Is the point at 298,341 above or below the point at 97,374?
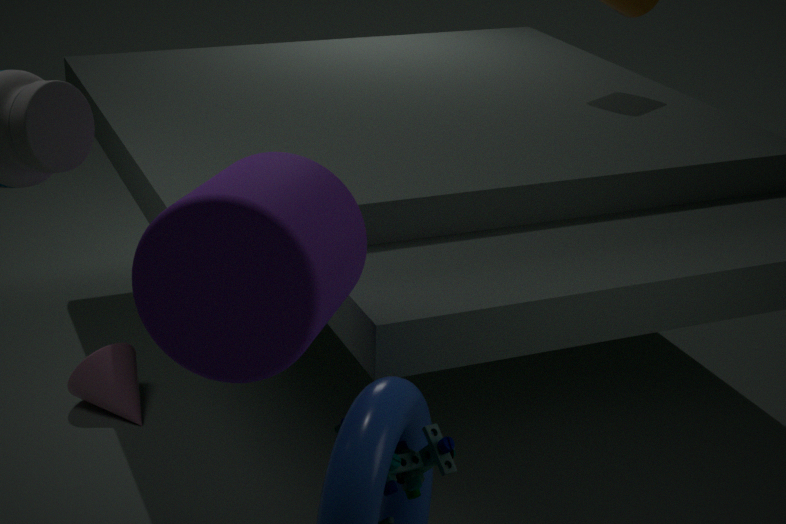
above
